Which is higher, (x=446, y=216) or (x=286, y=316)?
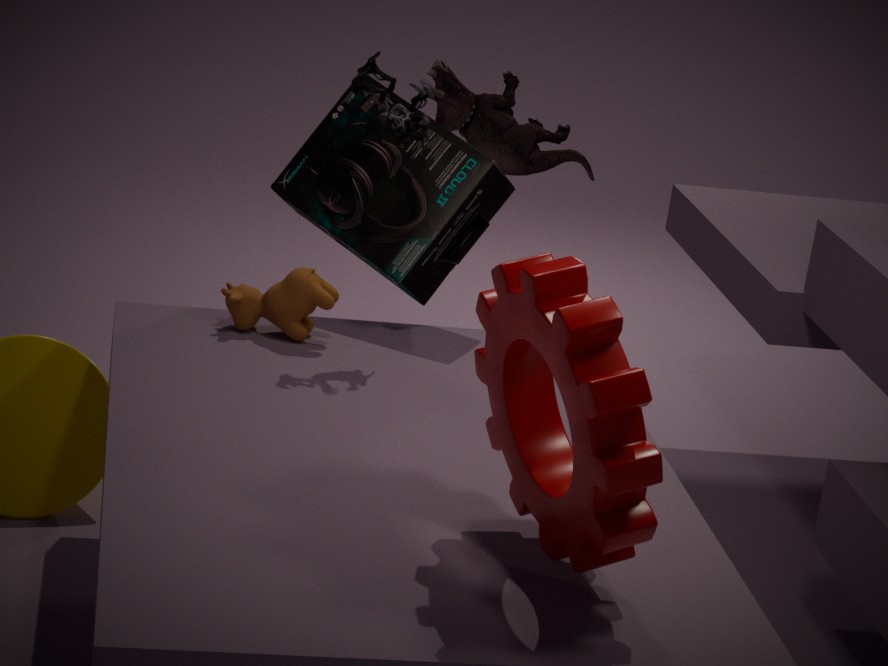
(x=446, y=216)
